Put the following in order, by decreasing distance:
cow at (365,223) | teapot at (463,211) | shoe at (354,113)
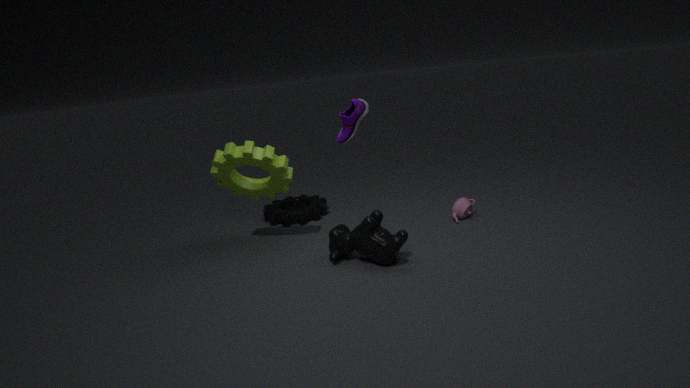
teapot at (463,211), cow at (365,223), shoe at (354,113)
